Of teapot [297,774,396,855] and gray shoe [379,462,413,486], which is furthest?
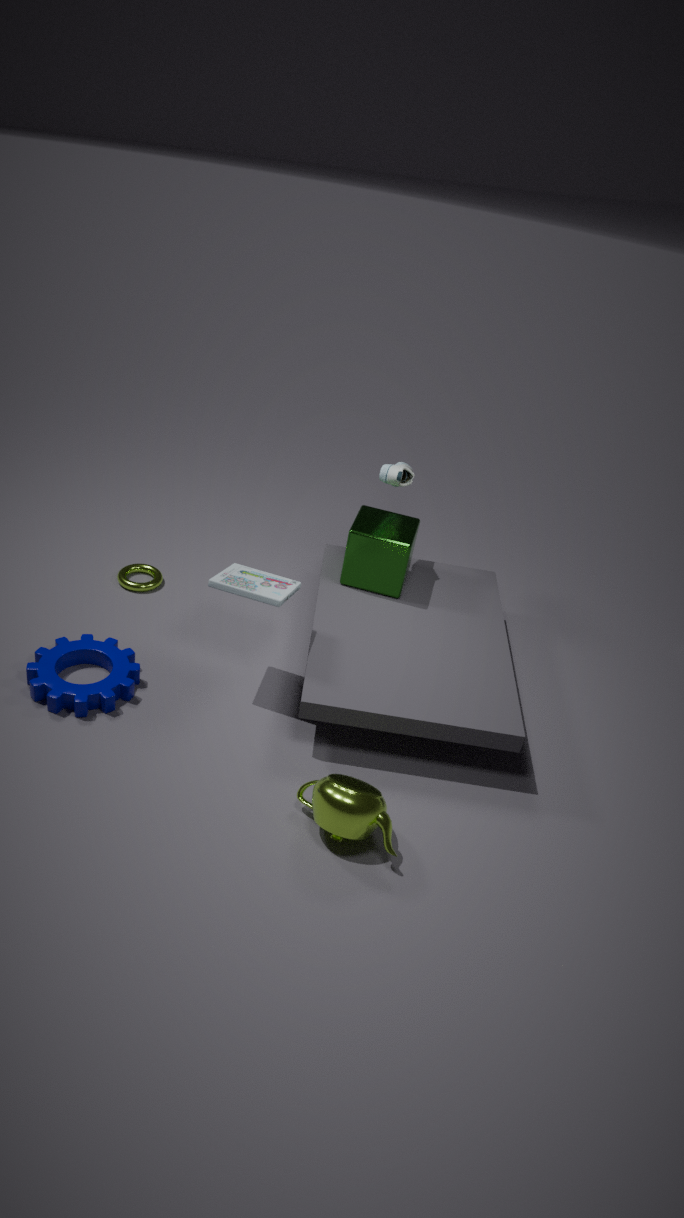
gray shoe [379,462,413,486]
